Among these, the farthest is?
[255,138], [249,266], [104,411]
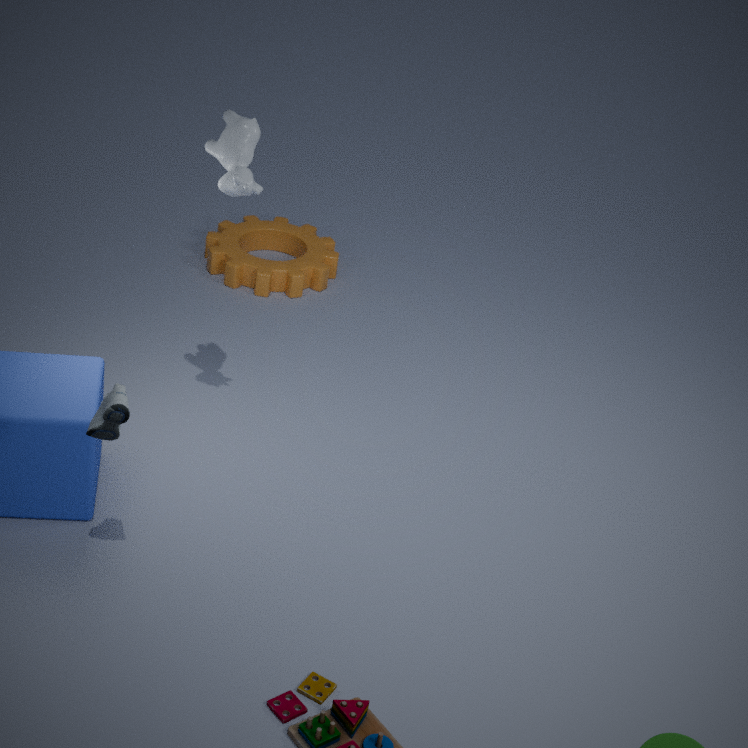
[249,266]
